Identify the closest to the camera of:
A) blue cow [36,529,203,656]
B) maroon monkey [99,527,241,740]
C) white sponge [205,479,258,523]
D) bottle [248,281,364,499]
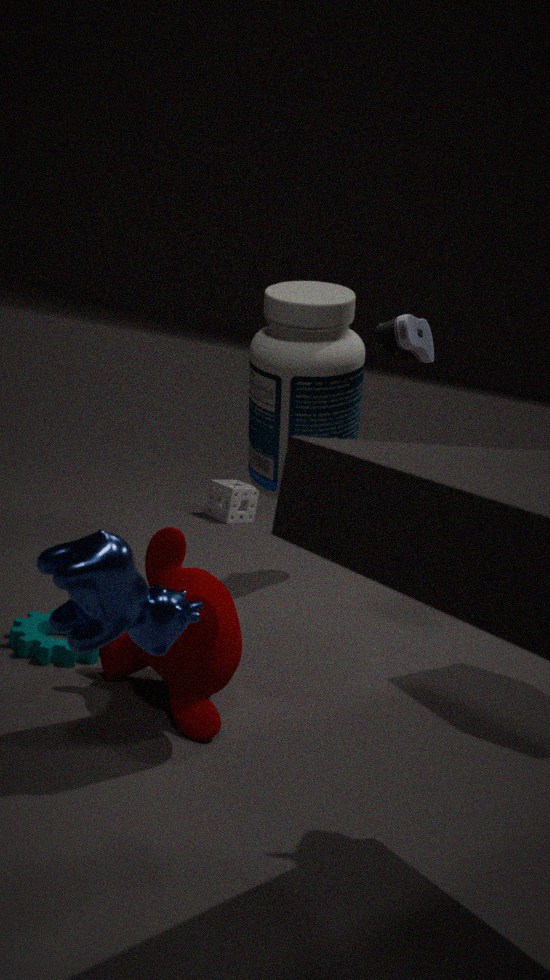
blue cow [36,529,203,656]
